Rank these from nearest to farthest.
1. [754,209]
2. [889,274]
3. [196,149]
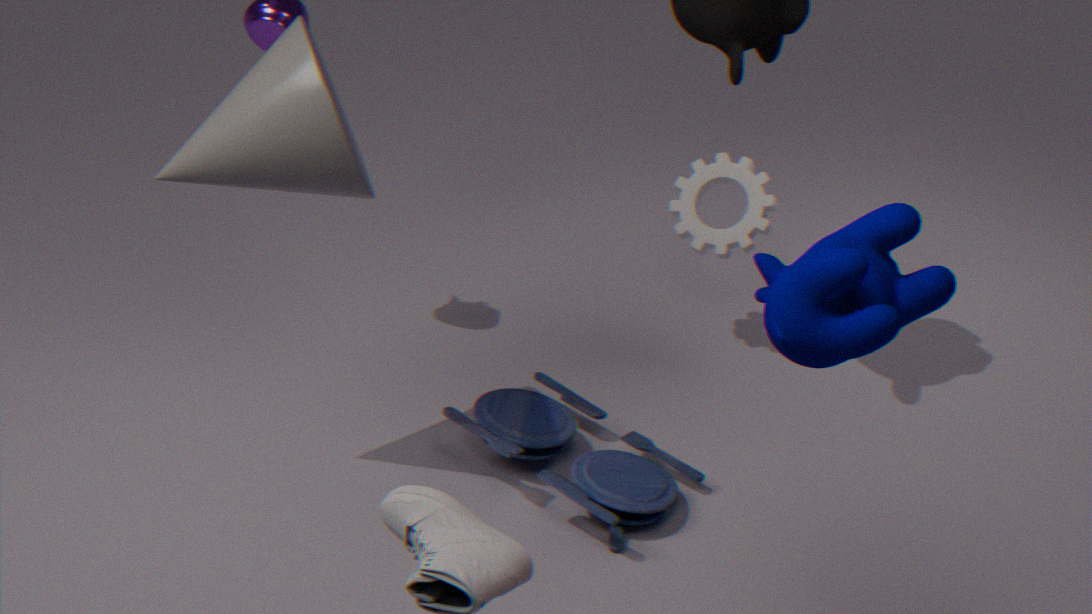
1. [889,274]
2. [196,149]
3. [754,209]
